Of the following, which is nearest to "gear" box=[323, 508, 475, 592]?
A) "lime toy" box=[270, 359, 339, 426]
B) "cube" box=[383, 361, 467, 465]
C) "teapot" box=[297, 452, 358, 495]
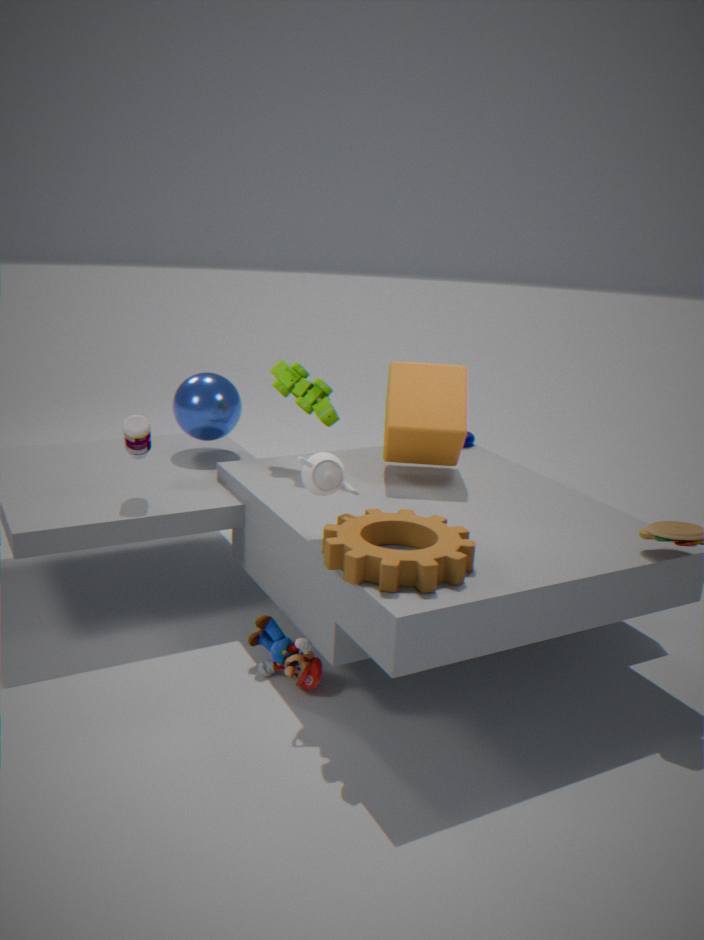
"teapot" box=[297, 452, 358, 495]
